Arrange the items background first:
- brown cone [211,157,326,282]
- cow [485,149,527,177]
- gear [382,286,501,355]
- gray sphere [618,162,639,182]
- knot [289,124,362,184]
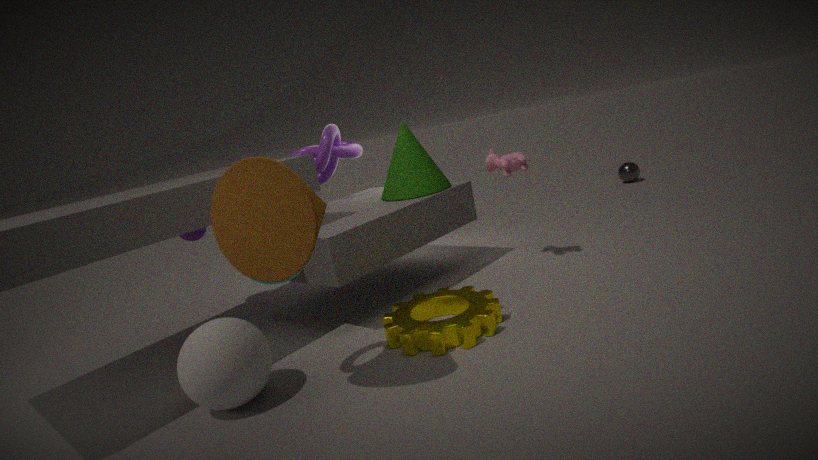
1. gray sphere [618,162,639,182]
2. knot [289,124,362,184]
3. cow [485,149,527,177]
4. gear [382,286,501,355]
5. brown cone [211,157,326,282]
